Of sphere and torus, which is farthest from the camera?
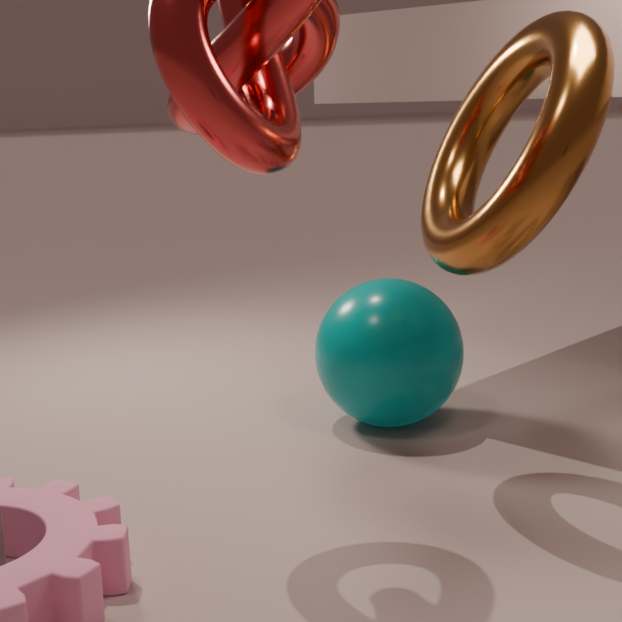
sphere
